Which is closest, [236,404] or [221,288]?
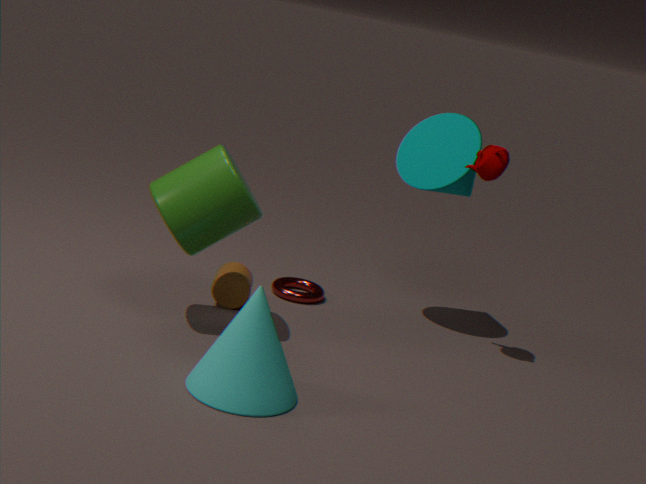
[236,404]
